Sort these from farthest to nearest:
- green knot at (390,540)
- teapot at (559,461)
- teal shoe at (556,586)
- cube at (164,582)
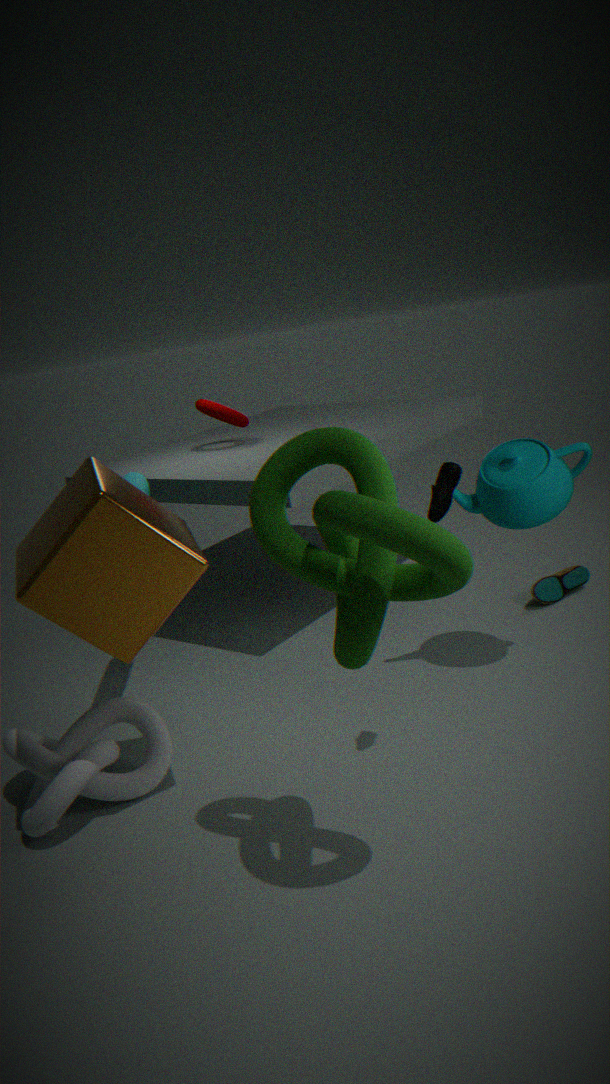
teal shoe at (556,586)
teapot at (559,461)
cube at (164,582)
green knot at (390,540)
